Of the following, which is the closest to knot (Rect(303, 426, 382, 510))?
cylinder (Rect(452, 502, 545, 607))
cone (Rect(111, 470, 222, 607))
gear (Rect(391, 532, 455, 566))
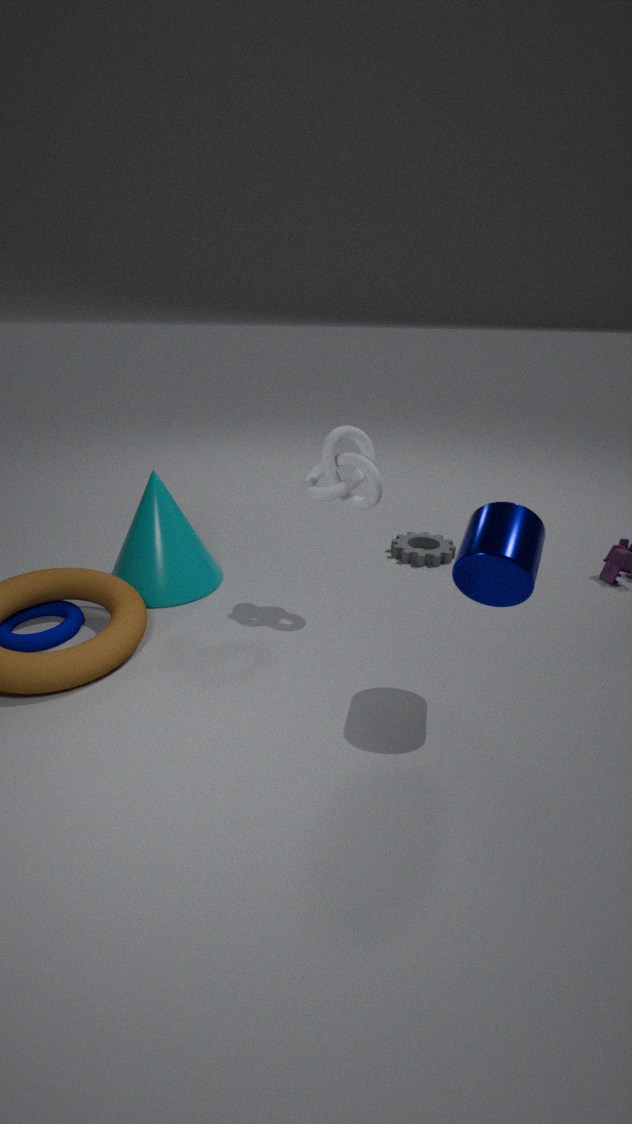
cylinder (Rect(452, 502, 545, 607))
